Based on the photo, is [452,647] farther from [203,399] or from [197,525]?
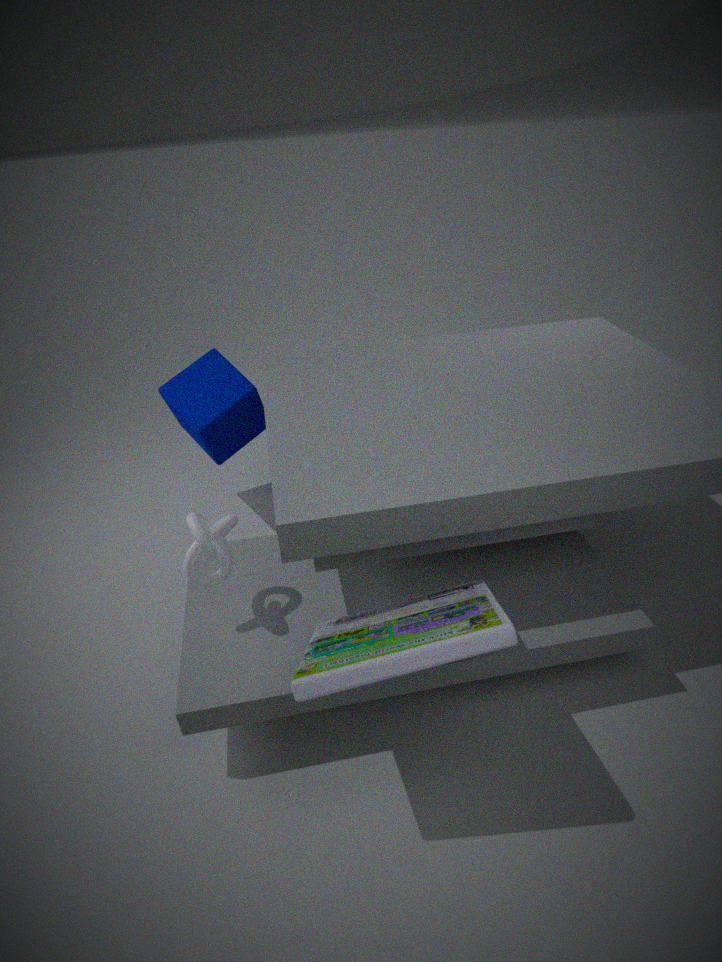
[203,399]
